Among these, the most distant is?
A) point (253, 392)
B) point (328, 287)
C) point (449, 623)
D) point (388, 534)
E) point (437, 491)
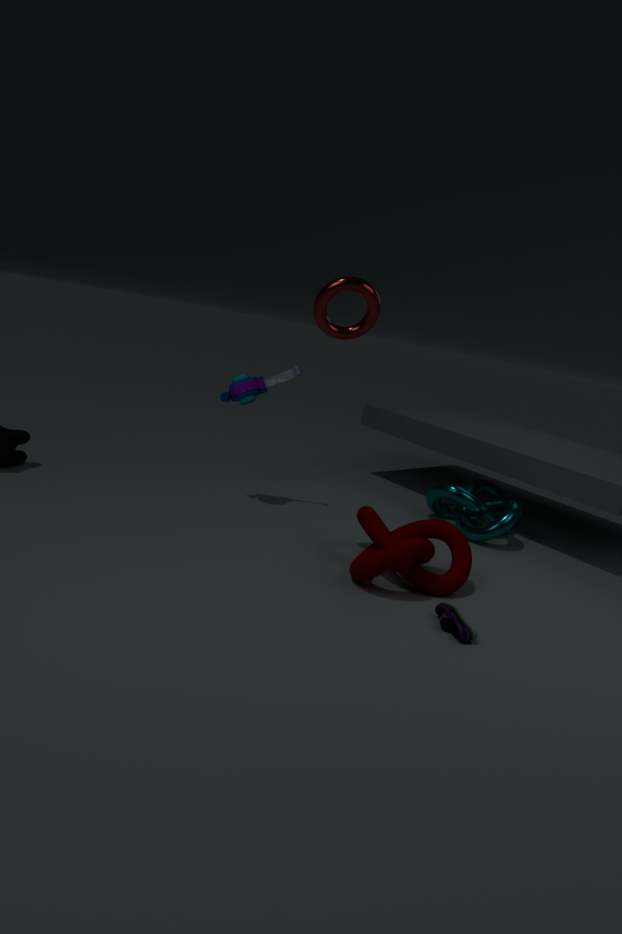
point (437, 491)
